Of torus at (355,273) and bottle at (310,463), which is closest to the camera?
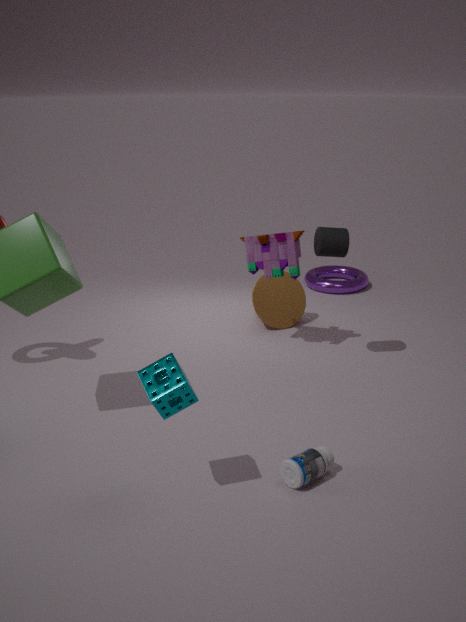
bottle at (310,463)
